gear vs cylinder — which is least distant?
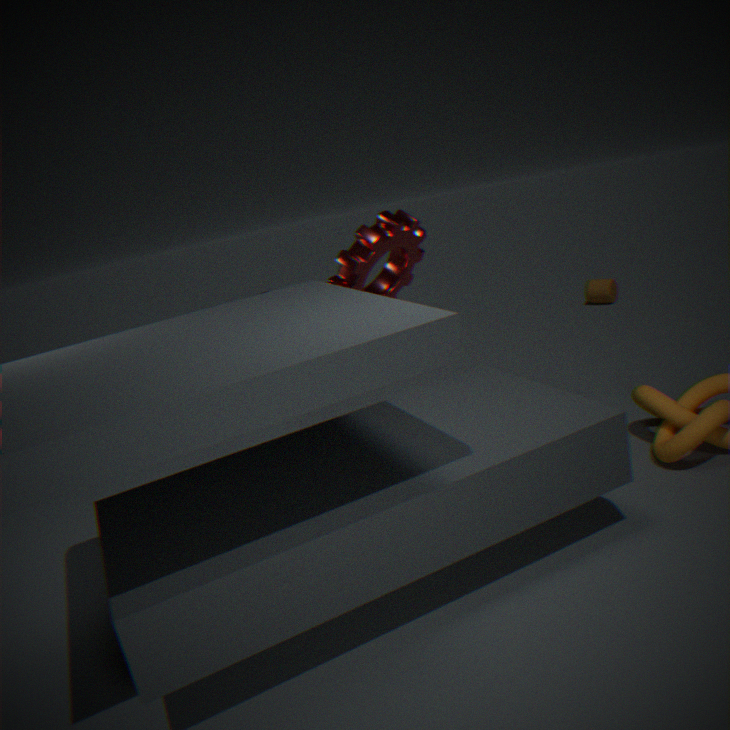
gear
